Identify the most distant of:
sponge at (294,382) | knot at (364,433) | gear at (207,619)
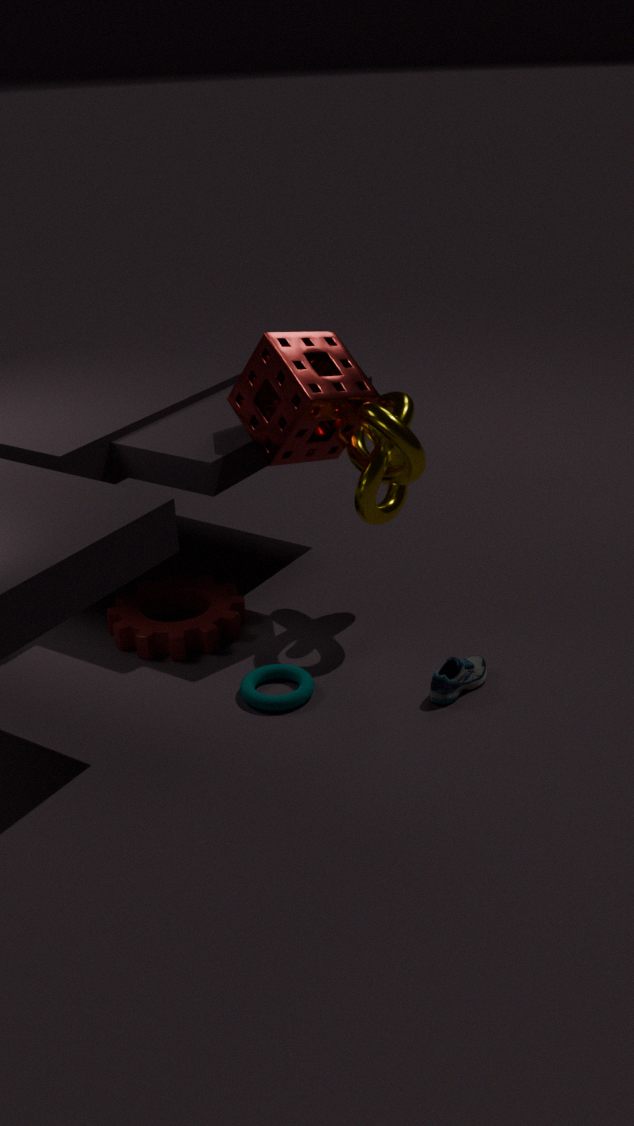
gear at (207,619)
